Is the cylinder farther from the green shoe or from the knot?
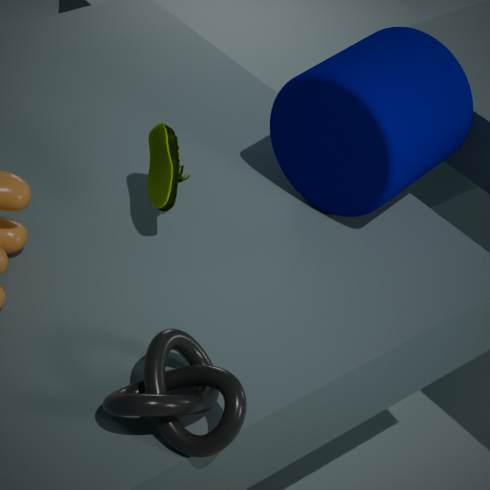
the knot
